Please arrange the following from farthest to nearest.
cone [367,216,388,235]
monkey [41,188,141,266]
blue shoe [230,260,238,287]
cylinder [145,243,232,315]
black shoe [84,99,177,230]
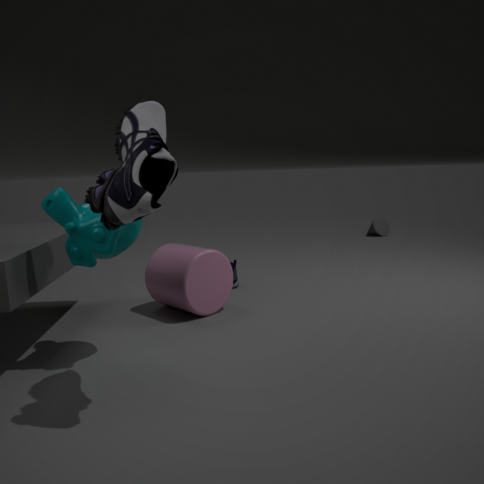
cone [367,216,388,235] < blue shoe [230,260,238,287] < cylinder [145,243,232,315] < monkey [41,188,141,266] < black shoe [84,99,177,230]
